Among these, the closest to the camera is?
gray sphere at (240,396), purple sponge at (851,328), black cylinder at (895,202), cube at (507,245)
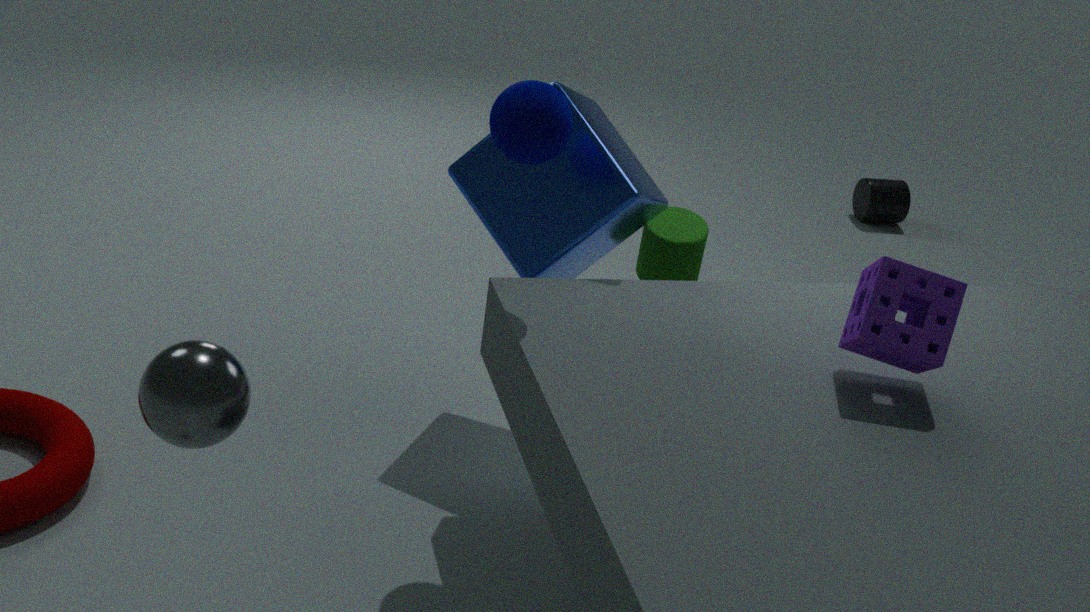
gray sphere at (240,396)
